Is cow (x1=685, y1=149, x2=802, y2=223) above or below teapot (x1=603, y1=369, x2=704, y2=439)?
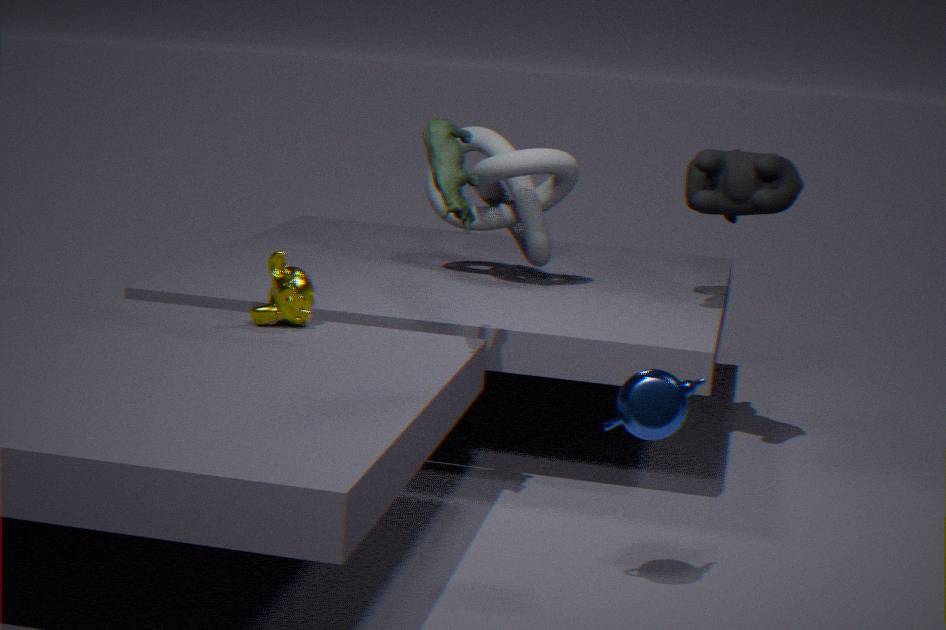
above
